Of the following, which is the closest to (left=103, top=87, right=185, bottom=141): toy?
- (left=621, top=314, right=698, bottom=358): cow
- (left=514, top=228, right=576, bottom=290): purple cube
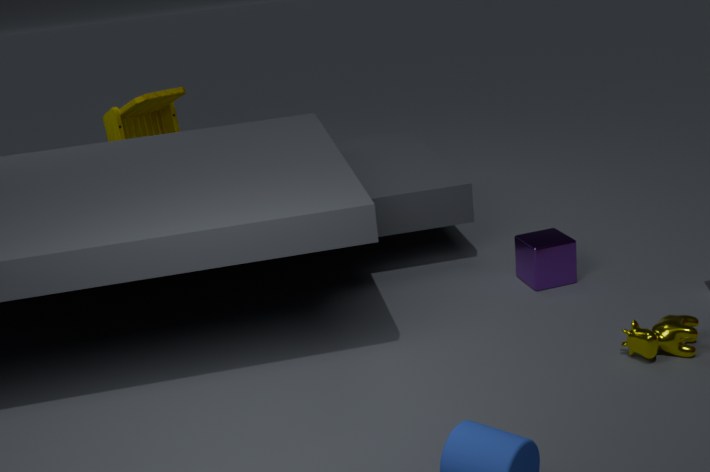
(left=514, top=228, right=576, bottom=290): purple cube
